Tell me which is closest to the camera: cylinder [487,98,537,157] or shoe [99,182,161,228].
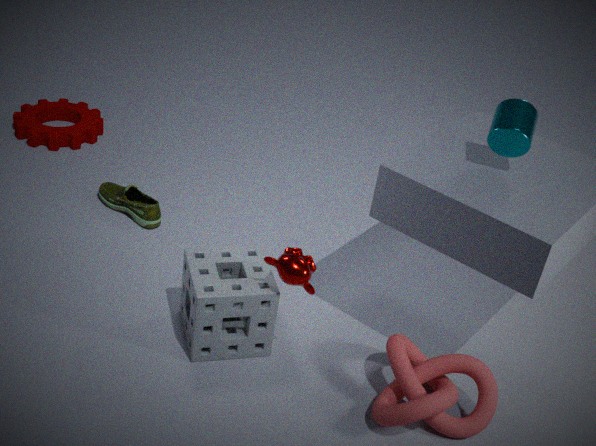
cylinder [487,98,537,157]
